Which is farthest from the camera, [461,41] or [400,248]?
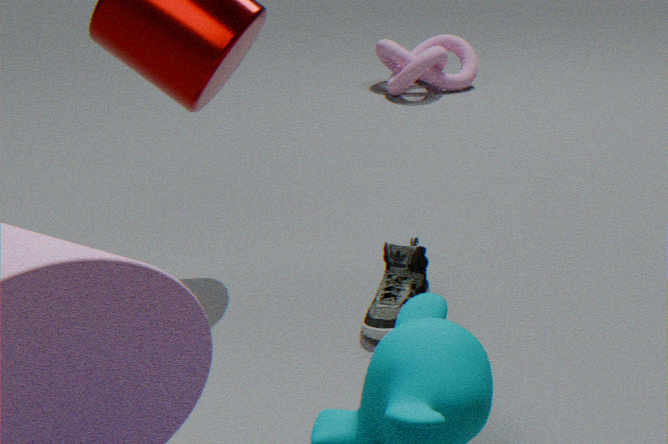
[461,41]
